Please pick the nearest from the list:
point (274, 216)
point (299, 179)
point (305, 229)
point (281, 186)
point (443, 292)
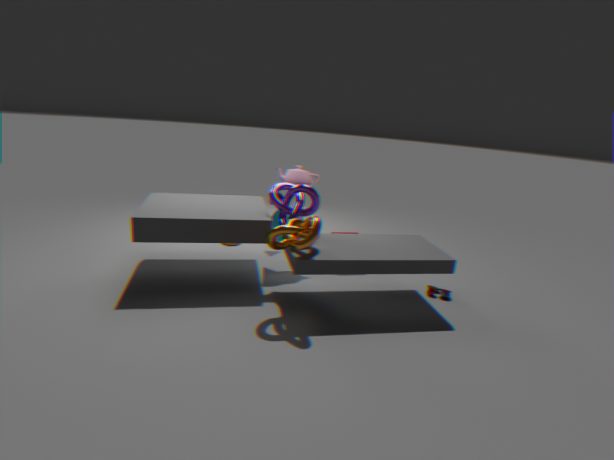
point (305, 229)
